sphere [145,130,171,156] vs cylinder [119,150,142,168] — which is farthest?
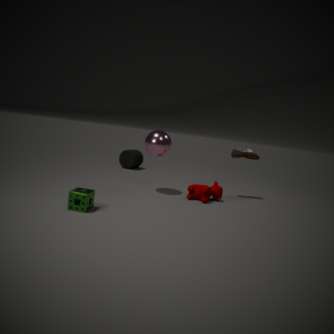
cylinder [119,150,142,168]
